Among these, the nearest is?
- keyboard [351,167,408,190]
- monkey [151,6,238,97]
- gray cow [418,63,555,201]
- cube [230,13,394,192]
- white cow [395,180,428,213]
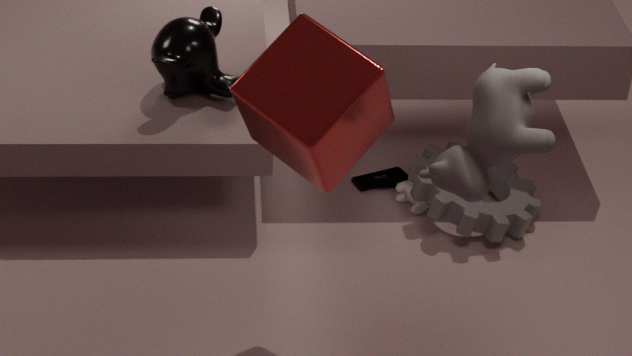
cube [230,13,394,192]
